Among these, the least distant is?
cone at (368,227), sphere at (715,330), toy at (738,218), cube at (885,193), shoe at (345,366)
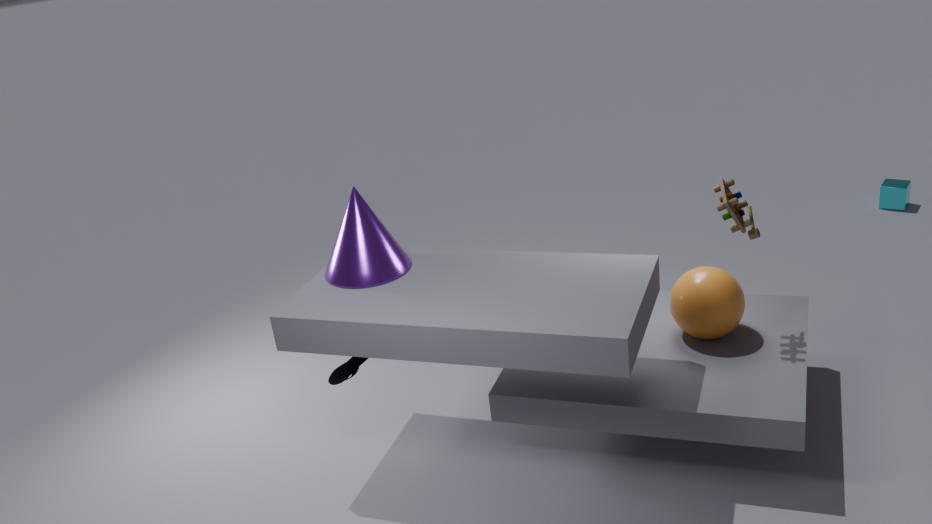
toy at (738,218)
